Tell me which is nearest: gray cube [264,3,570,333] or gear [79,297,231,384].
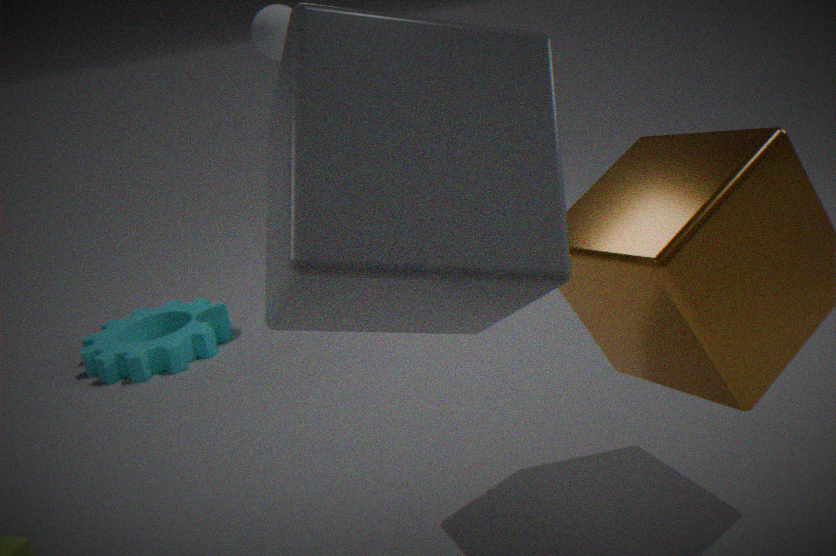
gray cube [264,3,570,333]
